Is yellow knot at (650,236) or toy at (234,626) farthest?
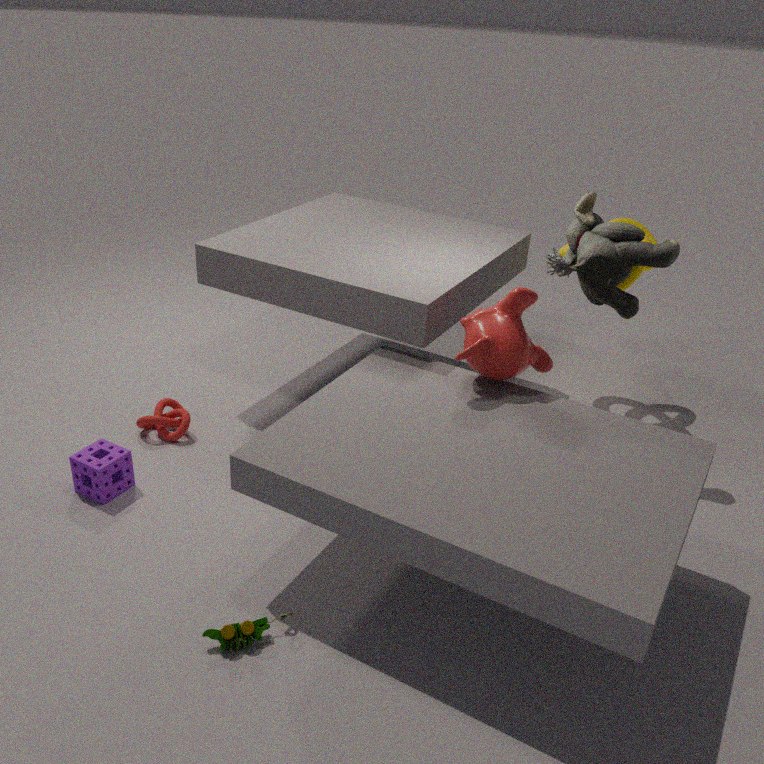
yellow knot at (650,236)
